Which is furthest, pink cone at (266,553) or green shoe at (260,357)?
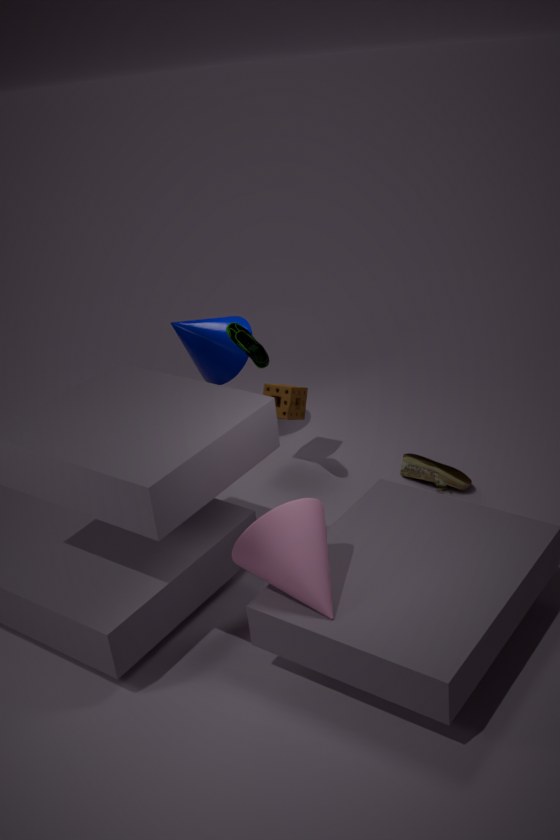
green shoe at (260,357)
